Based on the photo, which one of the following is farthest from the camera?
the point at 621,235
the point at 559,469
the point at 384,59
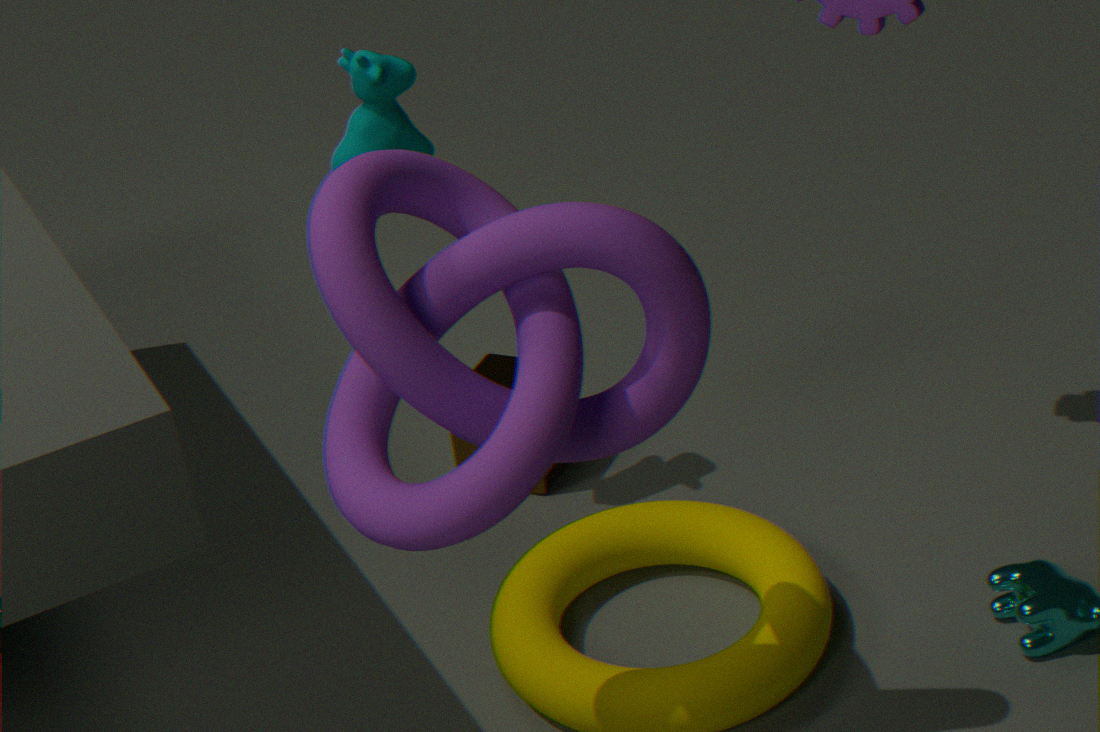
the point at 559,469
